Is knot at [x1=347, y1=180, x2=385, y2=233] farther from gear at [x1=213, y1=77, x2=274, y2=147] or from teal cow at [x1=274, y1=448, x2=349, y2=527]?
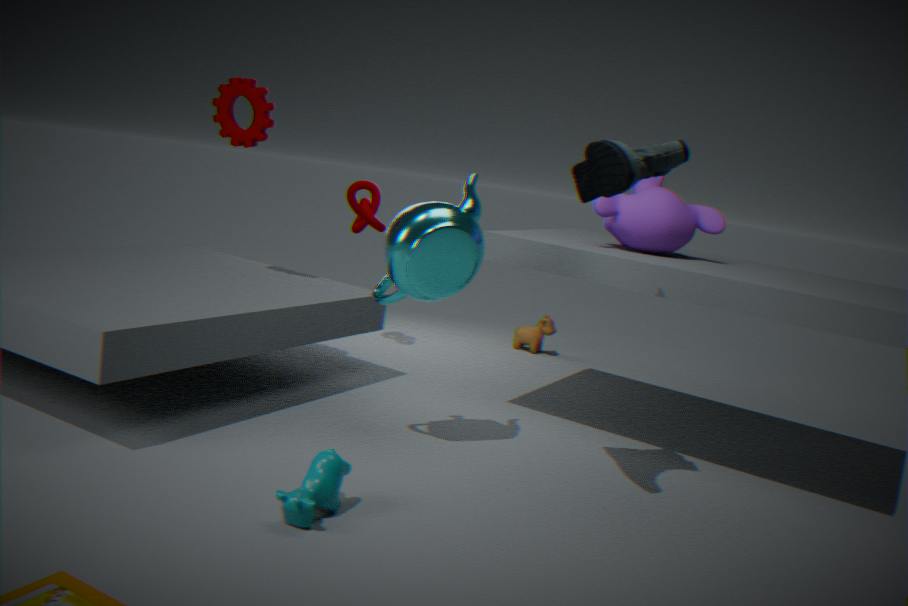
teal cow at [x1=274, y1=448, x2=349, y2=527]
